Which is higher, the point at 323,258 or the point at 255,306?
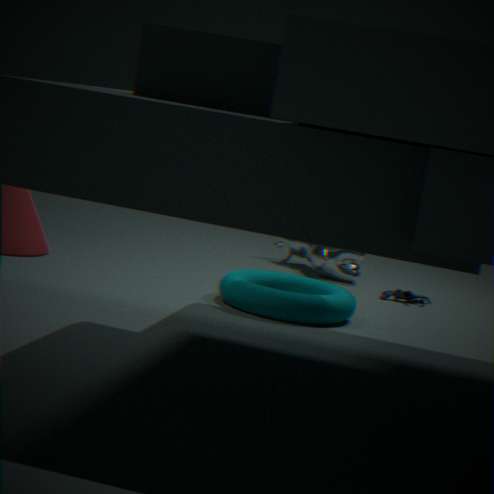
the point at 323,258
